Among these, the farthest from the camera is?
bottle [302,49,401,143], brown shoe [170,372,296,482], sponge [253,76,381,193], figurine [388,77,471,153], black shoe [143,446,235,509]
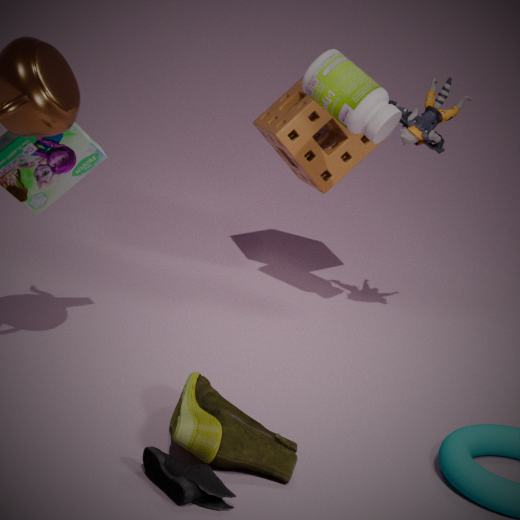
sponge [253,76,381,193]
